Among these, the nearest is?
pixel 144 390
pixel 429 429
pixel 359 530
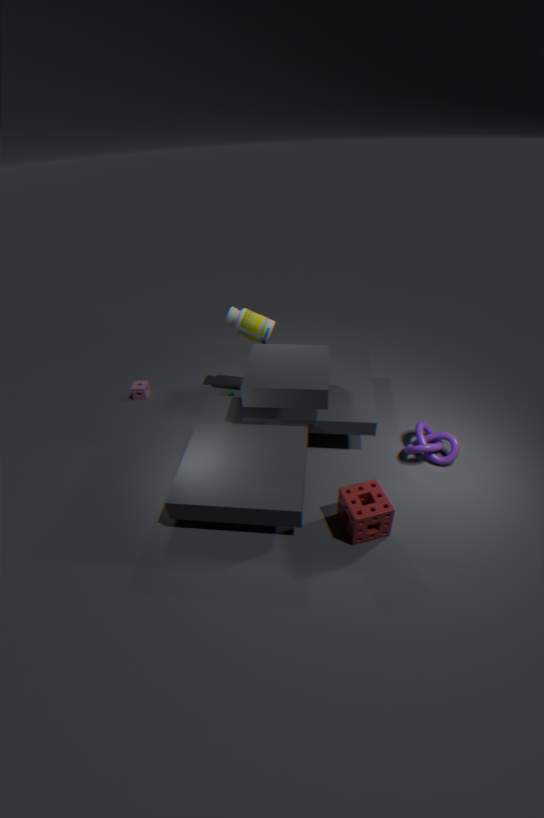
pixel 359 530
